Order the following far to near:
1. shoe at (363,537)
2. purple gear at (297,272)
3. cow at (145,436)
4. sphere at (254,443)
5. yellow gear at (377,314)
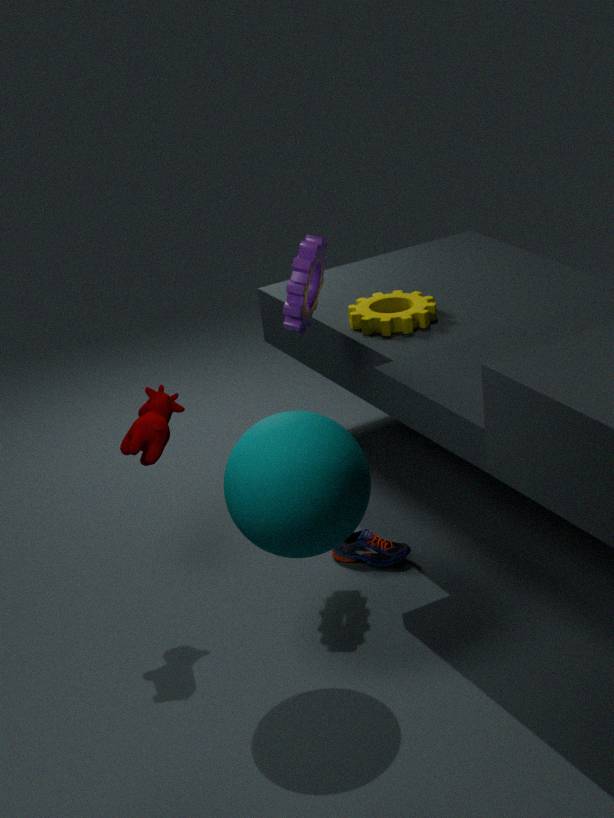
yellow gear at (377,314), shoe at (363,537), purple gear at (297,272), cow at (145,436), sphere at (254,443)
